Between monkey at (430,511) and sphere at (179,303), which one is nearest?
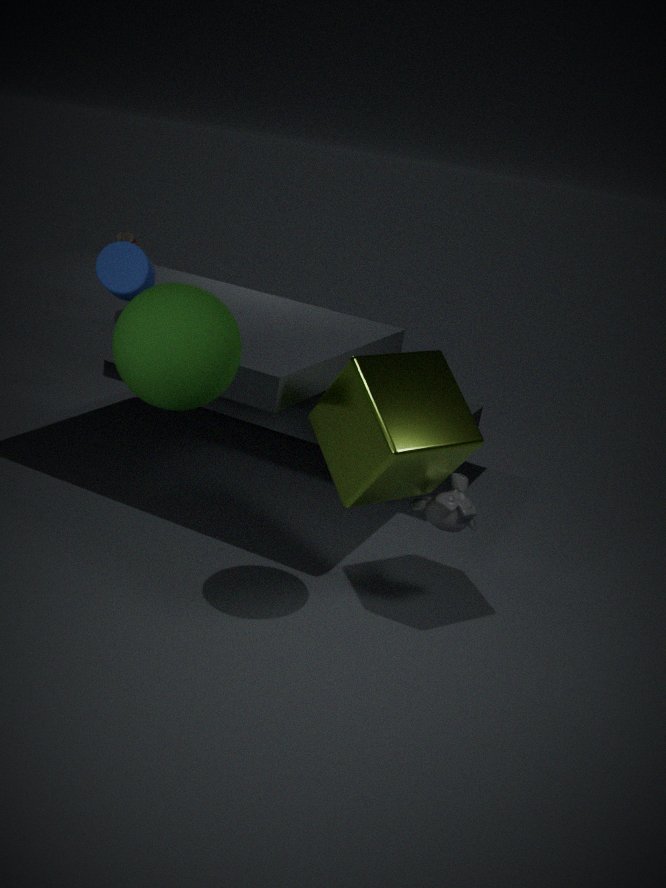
sphere at (179,303)
